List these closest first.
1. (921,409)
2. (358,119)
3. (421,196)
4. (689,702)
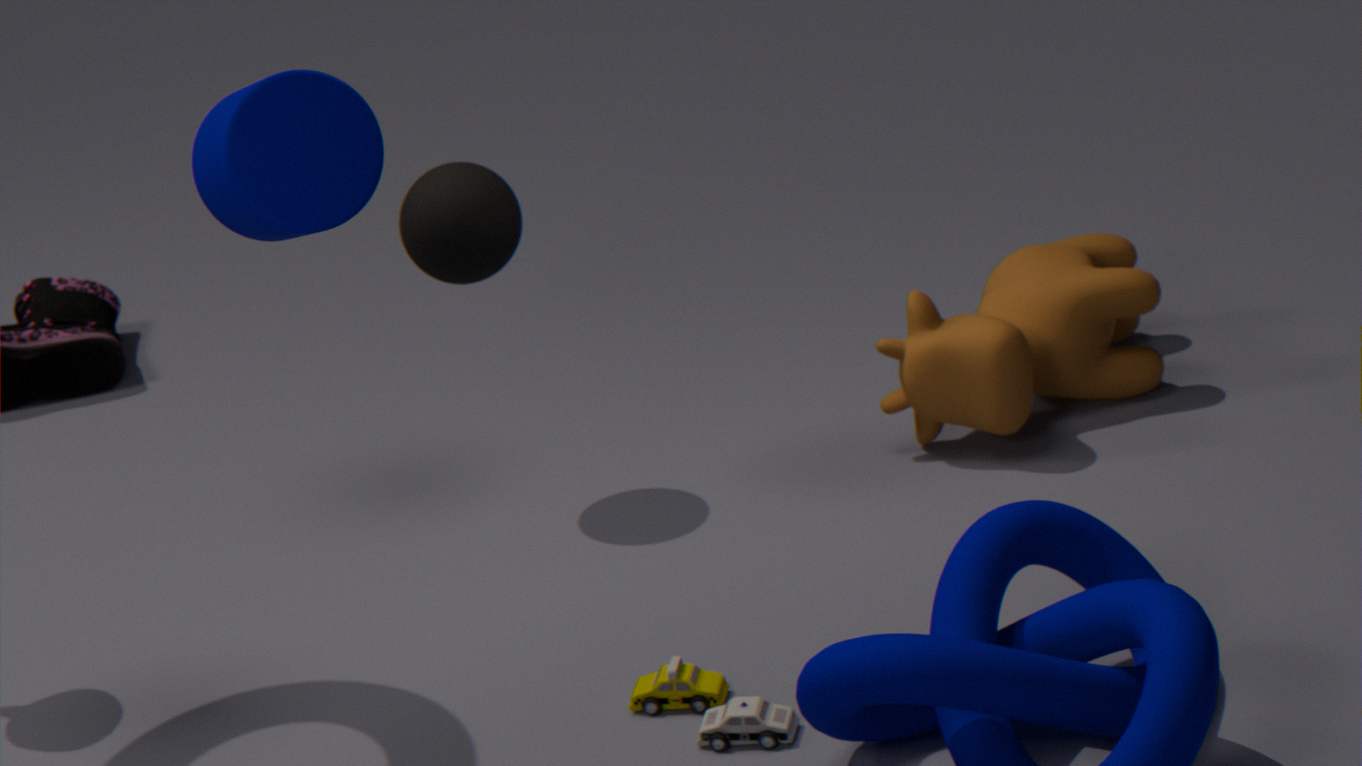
1. (358,119)
2. (689,702)
3. (421,196)
4. (921,409)
